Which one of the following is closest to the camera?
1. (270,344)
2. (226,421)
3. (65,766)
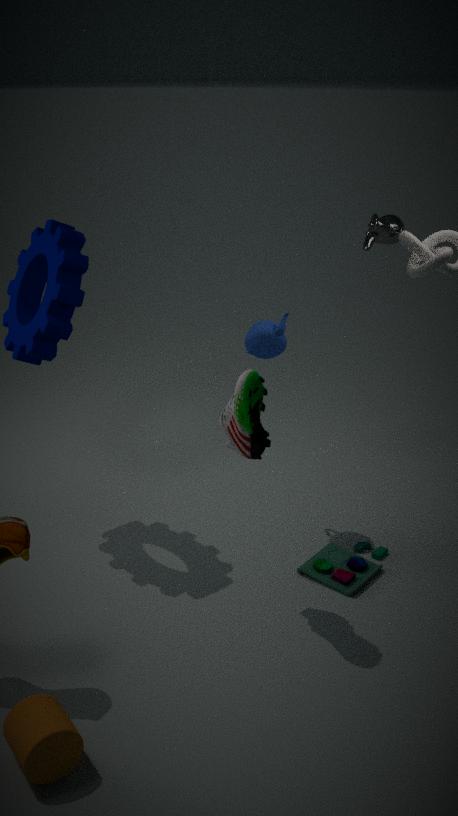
(65,766)
